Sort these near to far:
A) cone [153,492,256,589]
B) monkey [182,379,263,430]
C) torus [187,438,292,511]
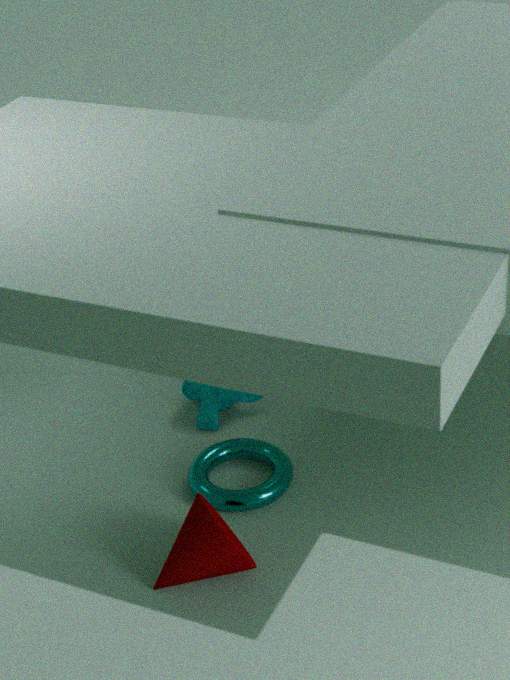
cone [153,492,256,589]
torus [187,438,292,511]
monkey [182,379,263,430]
